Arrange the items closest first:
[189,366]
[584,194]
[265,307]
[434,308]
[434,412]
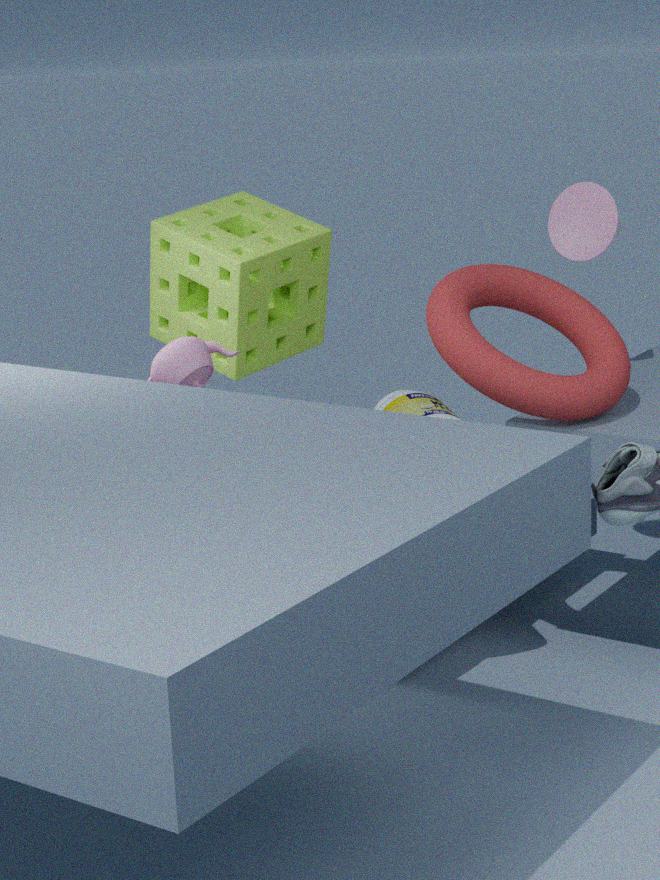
[434,412]
[434,308]
[189,366]
[584,194]
[265,307]
